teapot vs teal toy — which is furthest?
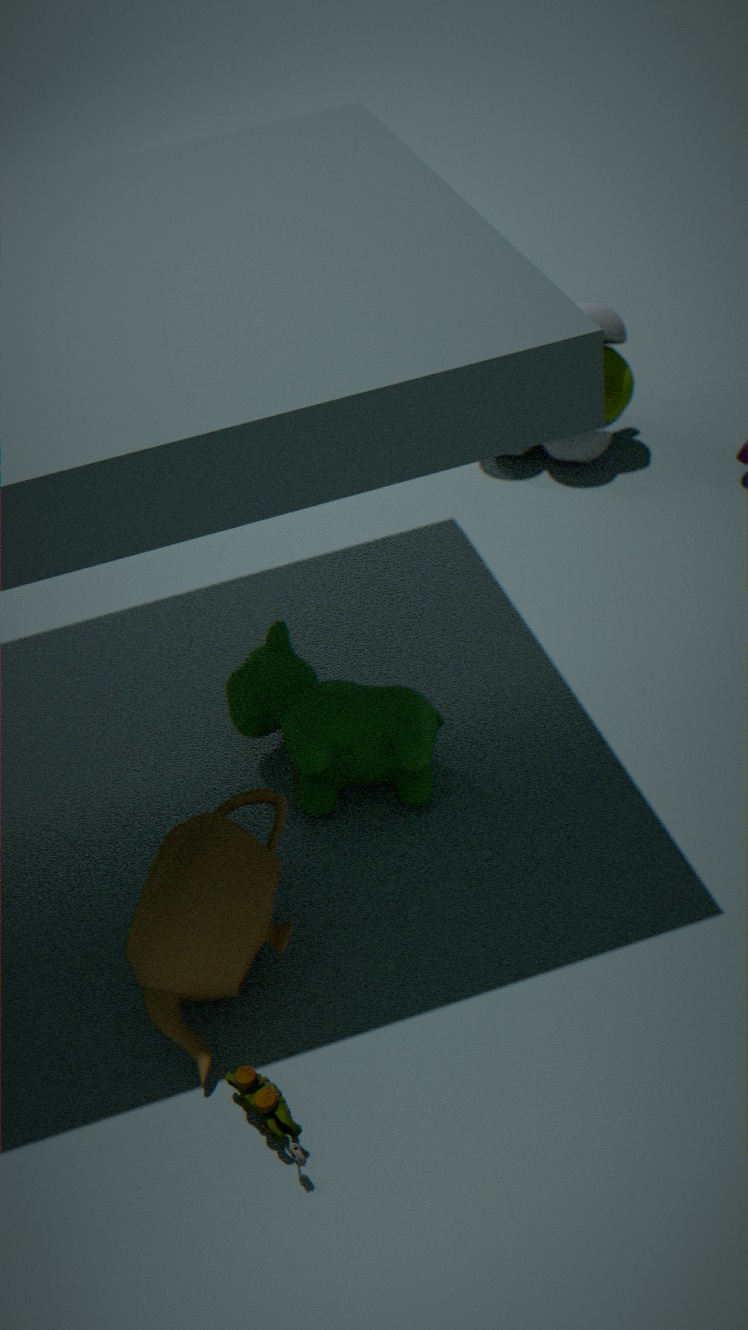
teal toy
